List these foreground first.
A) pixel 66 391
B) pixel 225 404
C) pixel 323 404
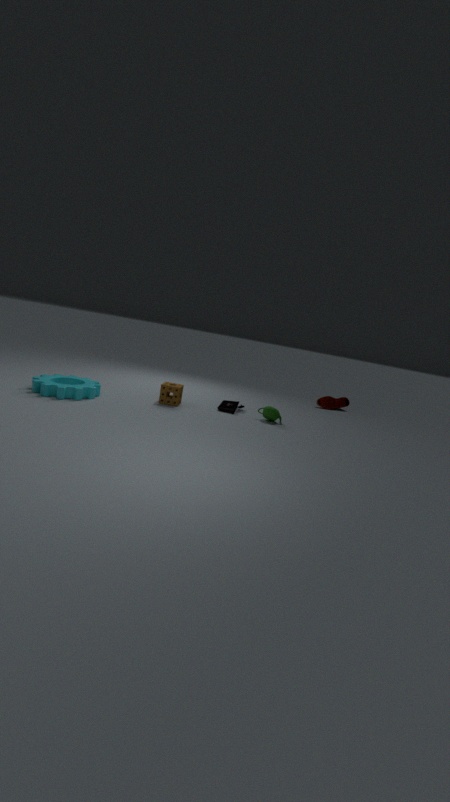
pixel 66 391 < pixel 225 404 < pixel 323 404
